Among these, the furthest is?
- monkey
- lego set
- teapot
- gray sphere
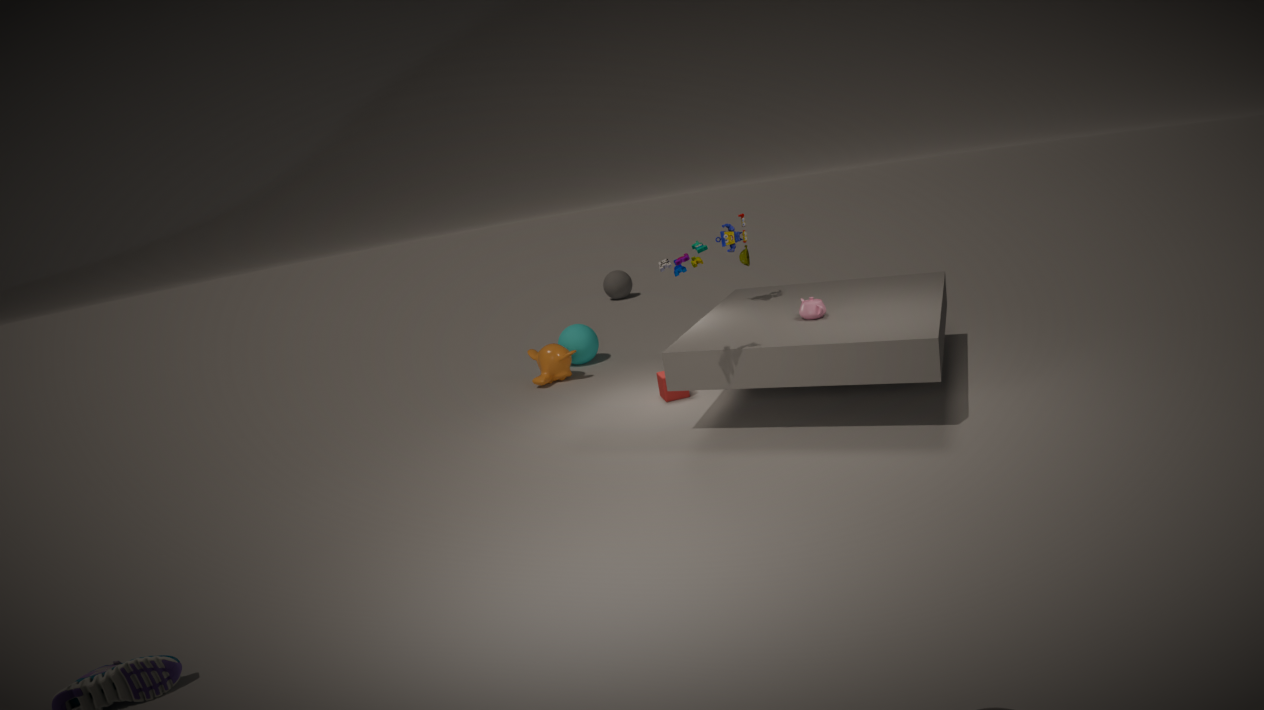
gray sphere
